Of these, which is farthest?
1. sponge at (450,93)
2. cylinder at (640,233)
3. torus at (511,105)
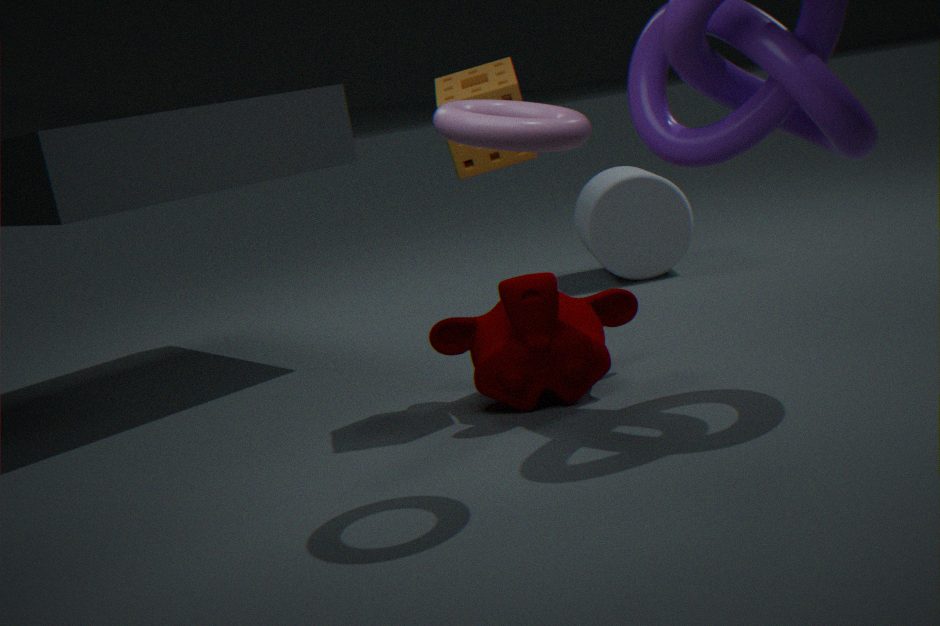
cylinder at (640,233)
